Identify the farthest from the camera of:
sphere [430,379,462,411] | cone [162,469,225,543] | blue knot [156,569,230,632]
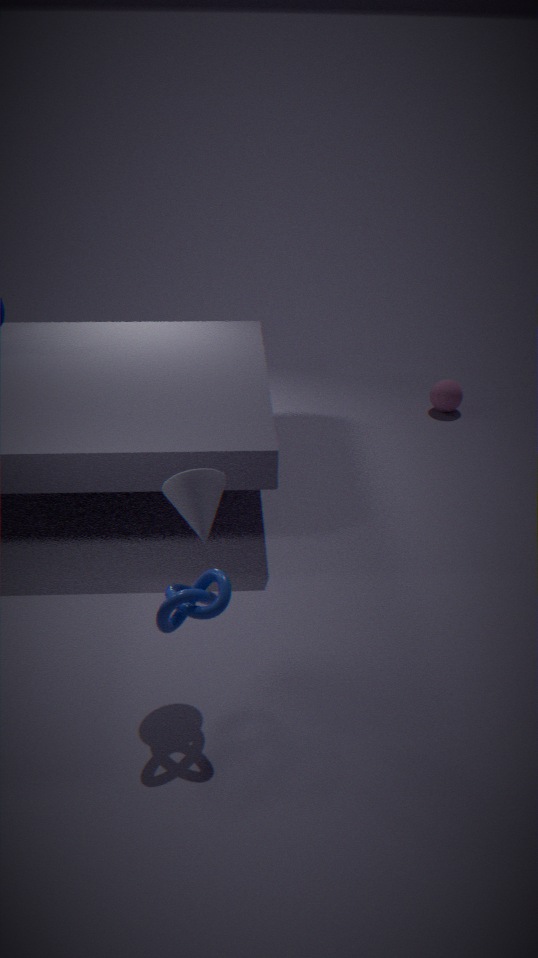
sphere [430,379,462,411]
